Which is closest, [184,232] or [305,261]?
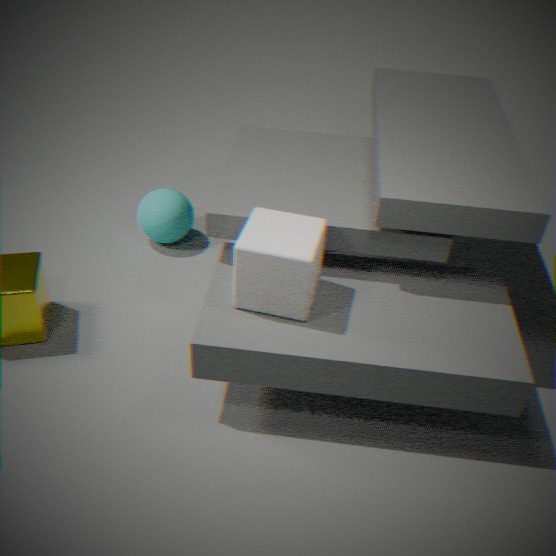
[305,261]
